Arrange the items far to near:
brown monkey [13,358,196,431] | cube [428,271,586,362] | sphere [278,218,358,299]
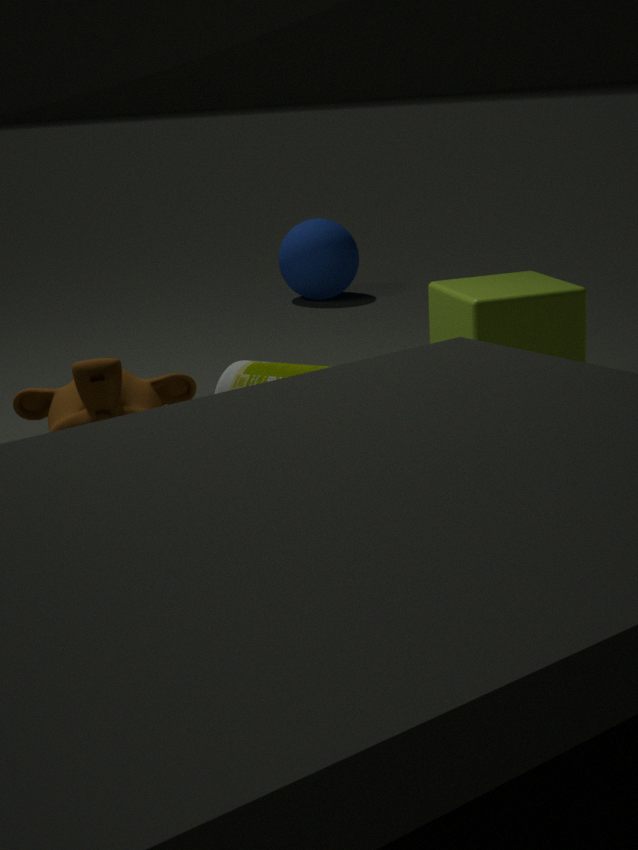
sphere [278,218,358,299]
cube [428,271,586,362]
brown monkey [13,358,196,431]
